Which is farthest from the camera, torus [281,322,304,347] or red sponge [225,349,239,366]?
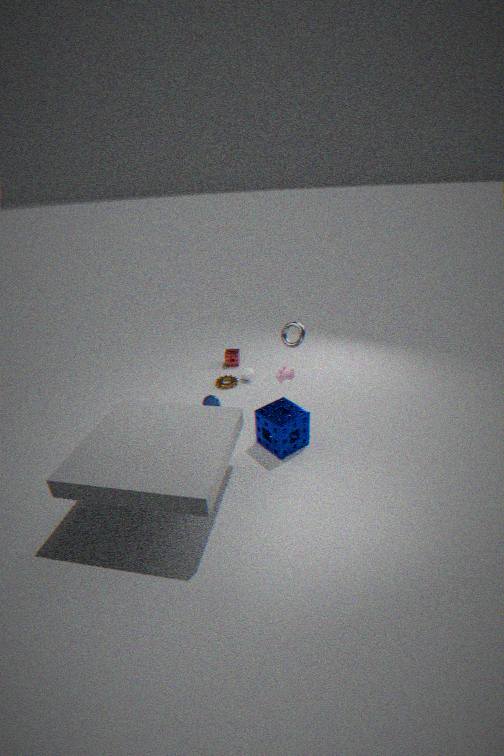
red sponge [225,349,239,366]
